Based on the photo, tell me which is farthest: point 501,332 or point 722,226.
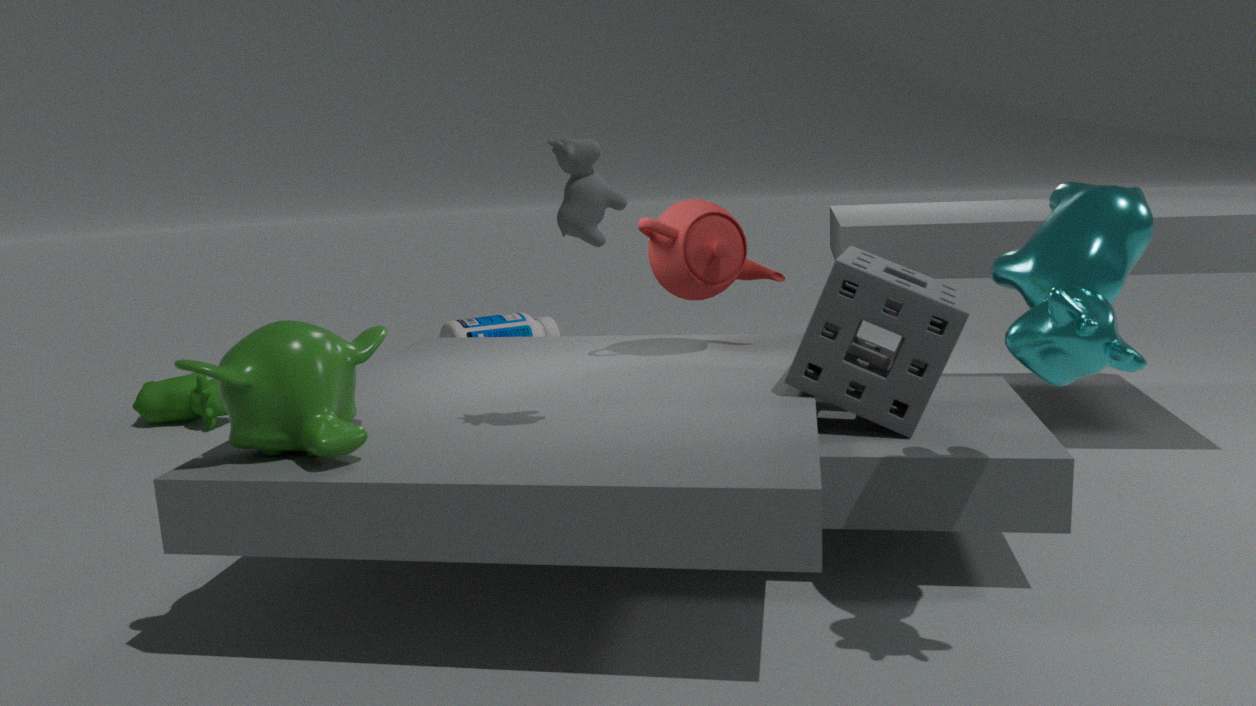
point 501,332
